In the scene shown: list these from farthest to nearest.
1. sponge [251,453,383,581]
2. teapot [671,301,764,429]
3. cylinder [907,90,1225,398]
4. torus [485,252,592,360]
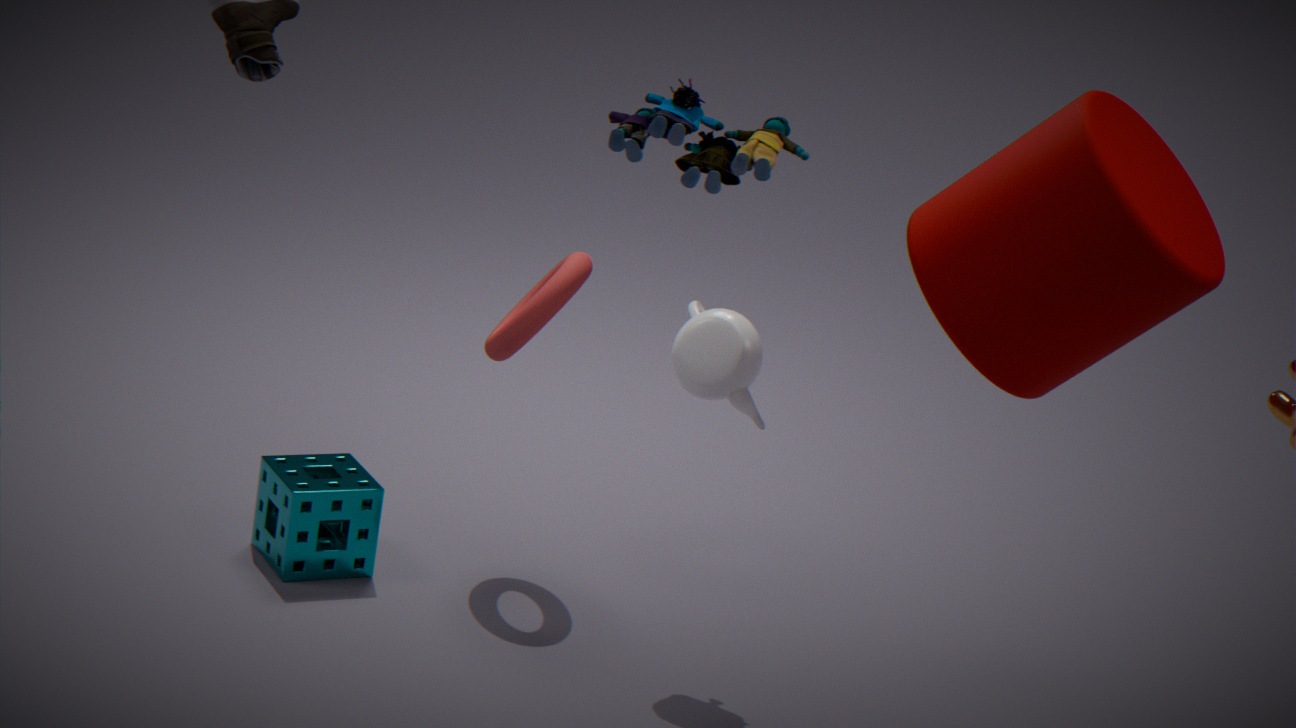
torus [485,252,592,360] < sponge [251,453,383,581] < teapot [671,301,764,429] < cylinder [907,90,1225,398]
